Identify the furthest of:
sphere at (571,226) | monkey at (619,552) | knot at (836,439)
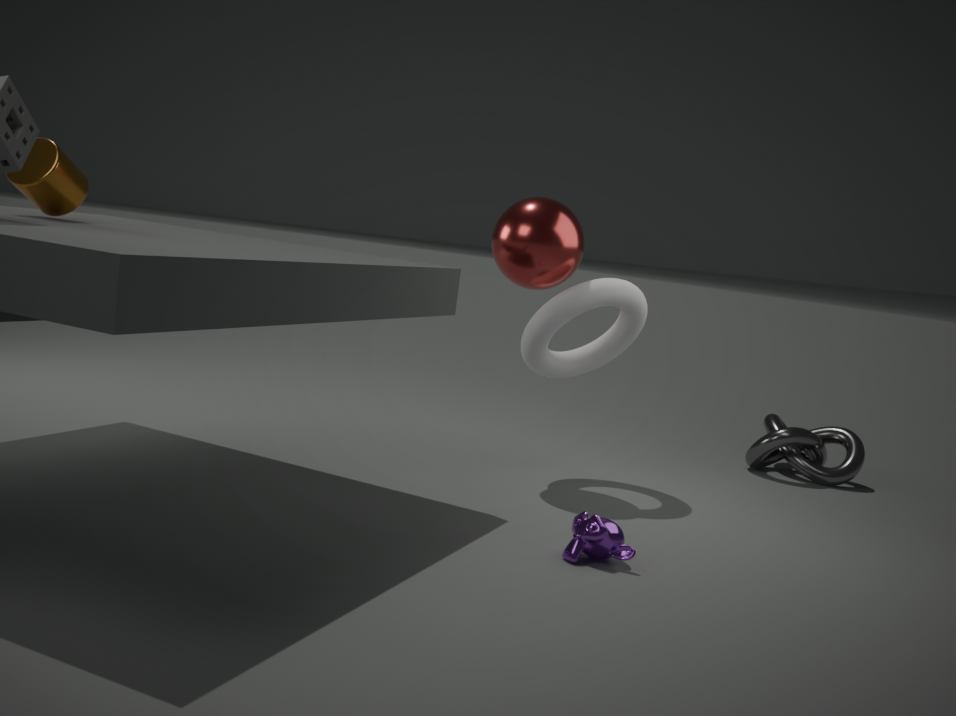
knot at (836,439)
